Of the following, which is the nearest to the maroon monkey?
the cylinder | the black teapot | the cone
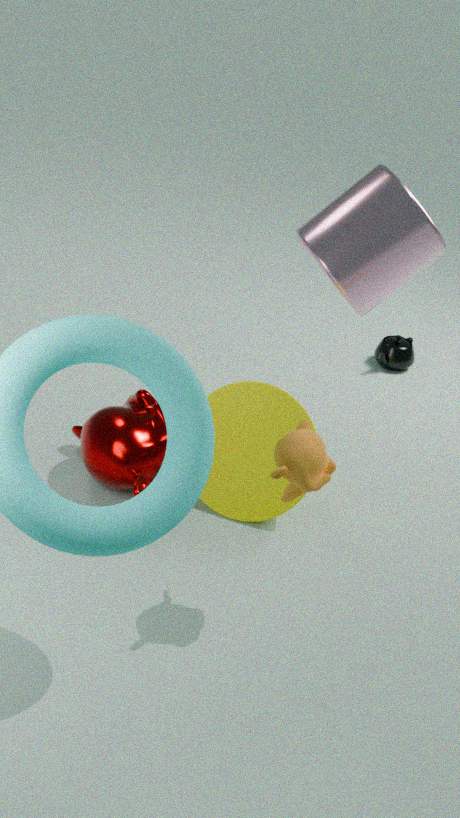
the cone
